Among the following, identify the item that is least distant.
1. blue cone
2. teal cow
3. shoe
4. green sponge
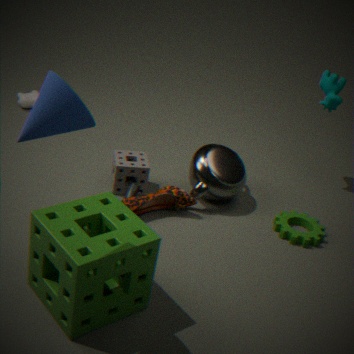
blue cone
